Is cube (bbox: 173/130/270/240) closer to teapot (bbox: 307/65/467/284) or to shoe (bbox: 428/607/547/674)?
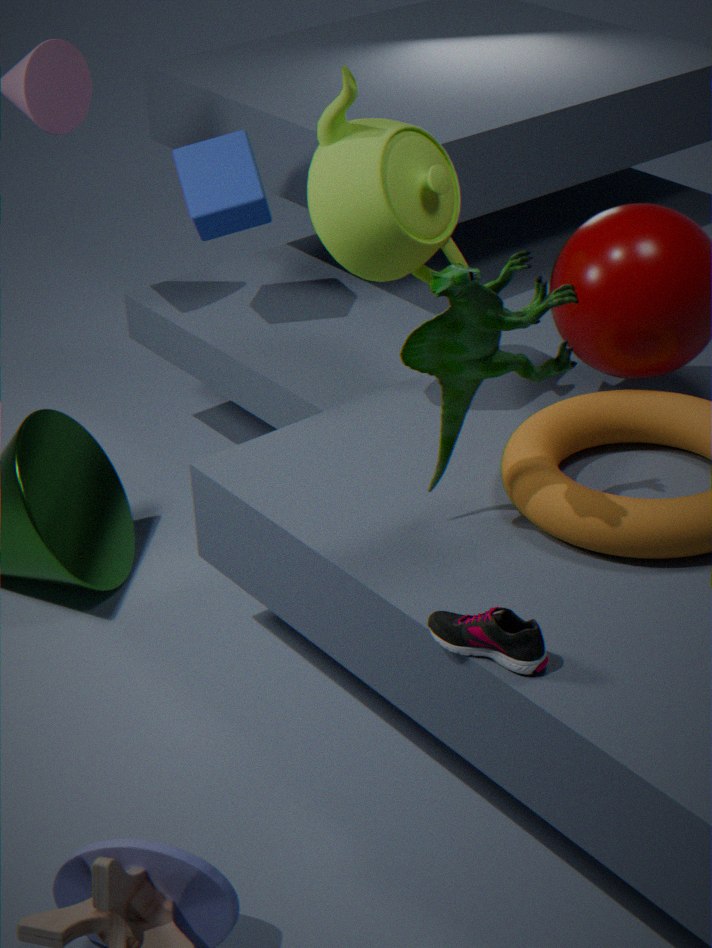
teapot (bbox: 307/65/467/284)
